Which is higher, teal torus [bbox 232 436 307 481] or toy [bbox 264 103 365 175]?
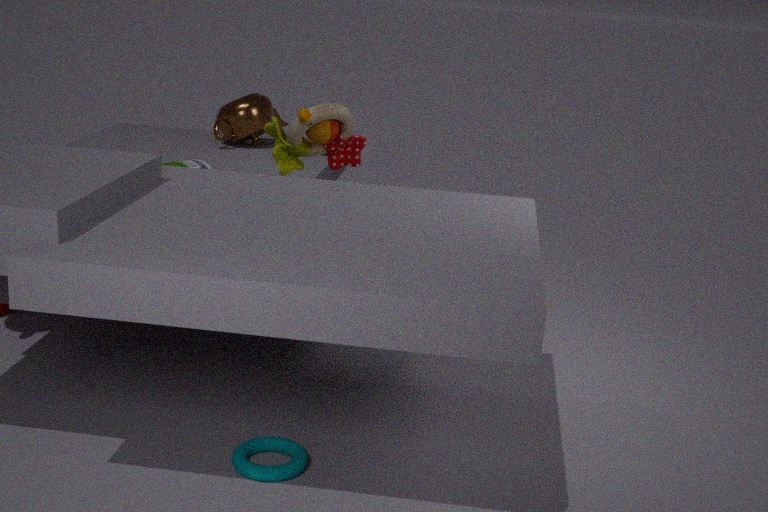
toy [bbox 264 103 365 175]
